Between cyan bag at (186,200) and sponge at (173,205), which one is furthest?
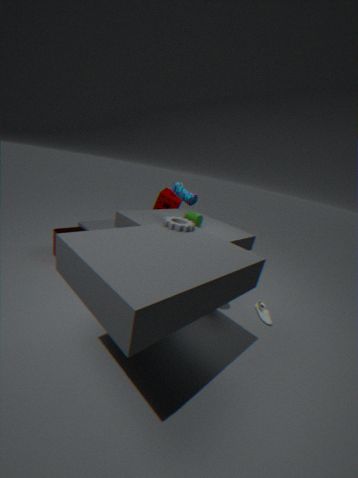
sponge at (173,205)
